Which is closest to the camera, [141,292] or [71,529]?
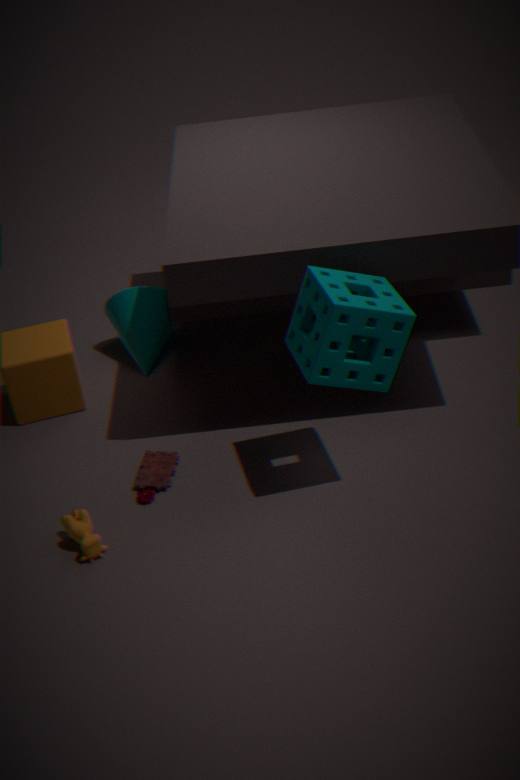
[71,529]
